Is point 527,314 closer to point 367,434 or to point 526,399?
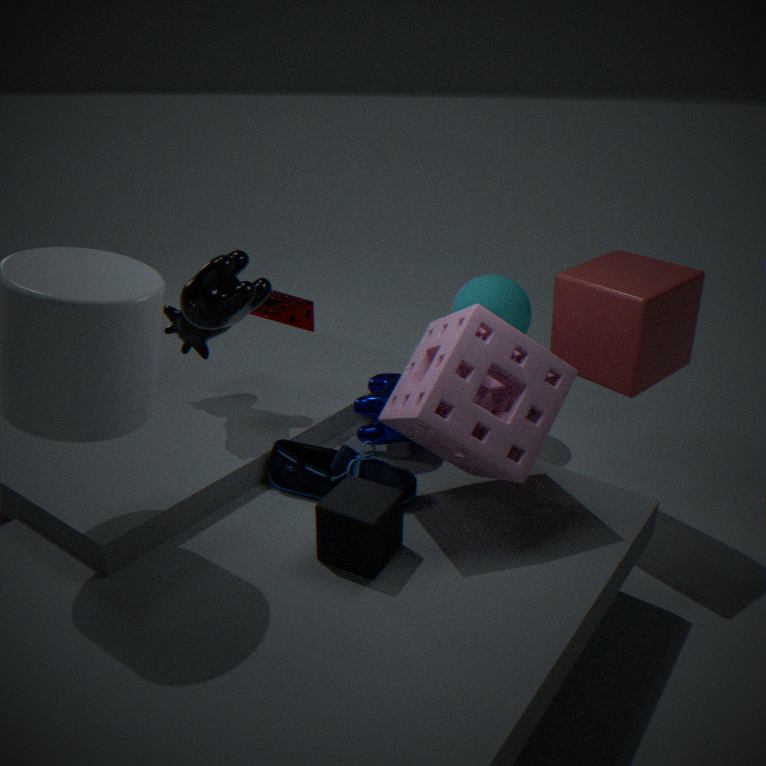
point 367,434
